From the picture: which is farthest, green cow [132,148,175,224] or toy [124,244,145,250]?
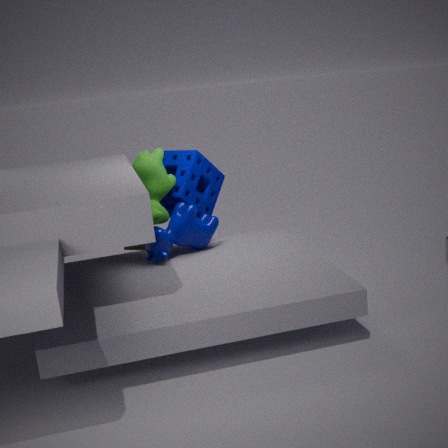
toy [124,244,145,250]
